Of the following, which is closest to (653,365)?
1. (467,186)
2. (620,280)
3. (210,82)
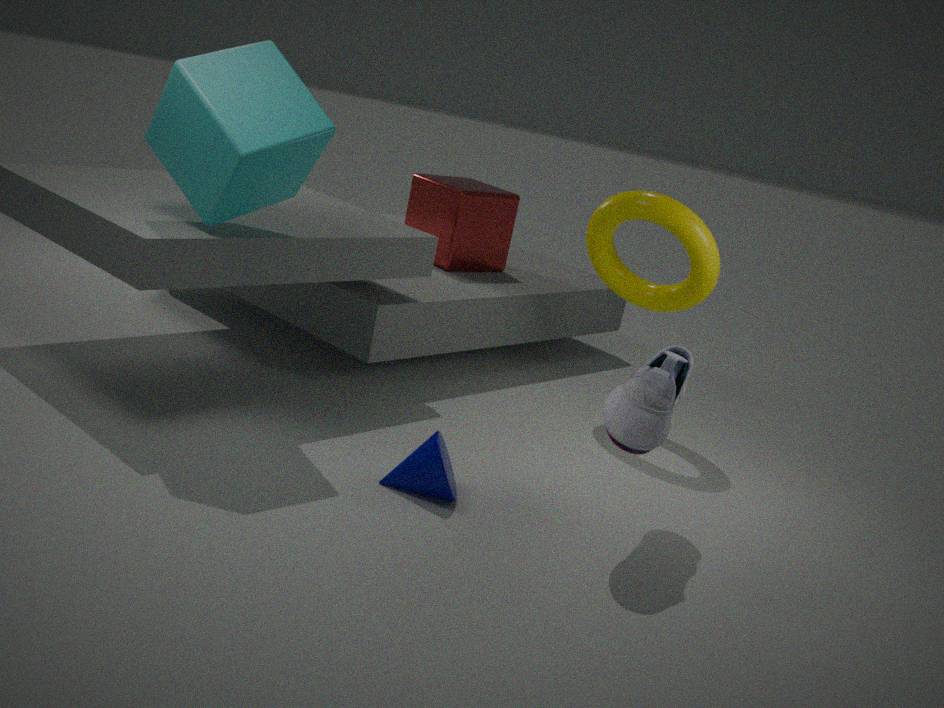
(620,280)
